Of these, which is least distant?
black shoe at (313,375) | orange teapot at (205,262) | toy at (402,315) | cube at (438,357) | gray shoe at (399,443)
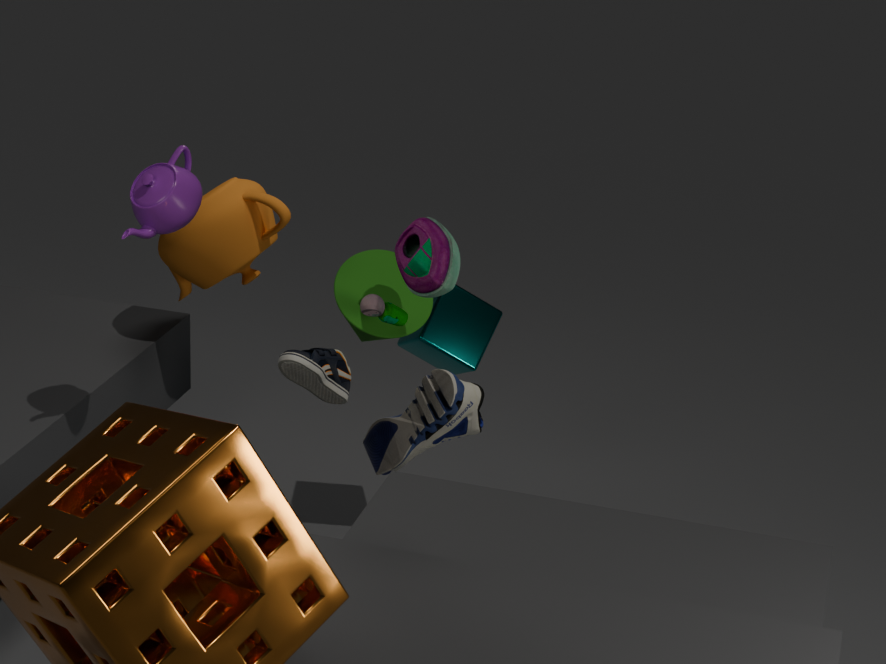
toy at (402,315)
